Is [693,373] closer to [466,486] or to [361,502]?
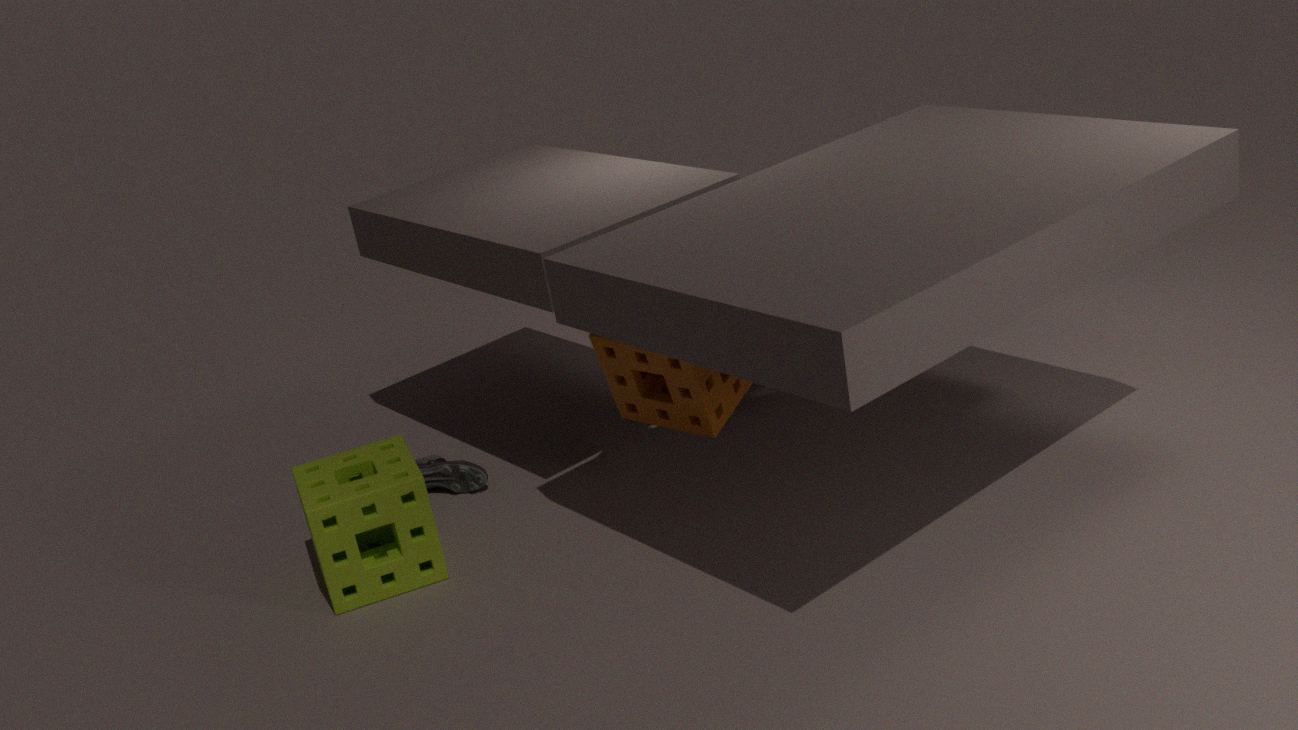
[466,486]
